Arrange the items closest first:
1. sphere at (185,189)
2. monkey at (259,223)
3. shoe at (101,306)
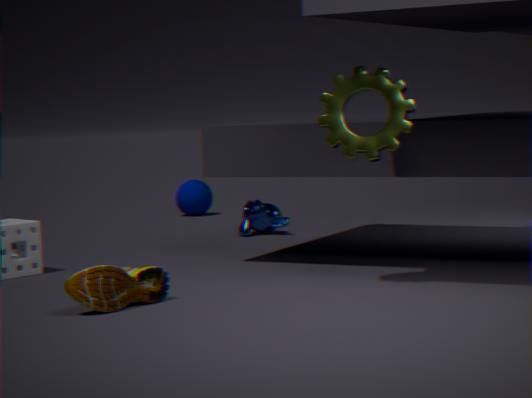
shoe at (101,306)
monkey at (259,223)
sphere at (185,189)
